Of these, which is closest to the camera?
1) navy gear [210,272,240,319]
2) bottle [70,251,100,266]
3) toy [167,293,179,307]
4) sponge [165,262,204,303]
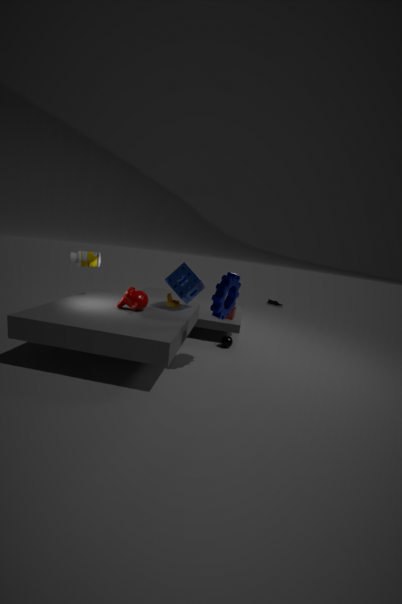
1. navy gear [210,272,240,319]
